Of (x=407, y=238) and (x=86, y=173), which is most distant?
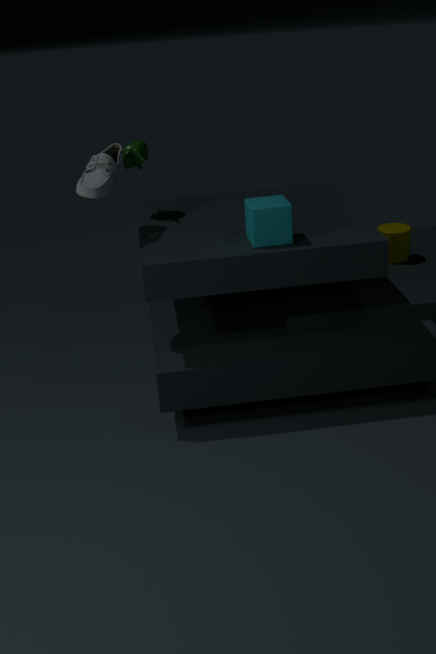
(x=407, y=238)
